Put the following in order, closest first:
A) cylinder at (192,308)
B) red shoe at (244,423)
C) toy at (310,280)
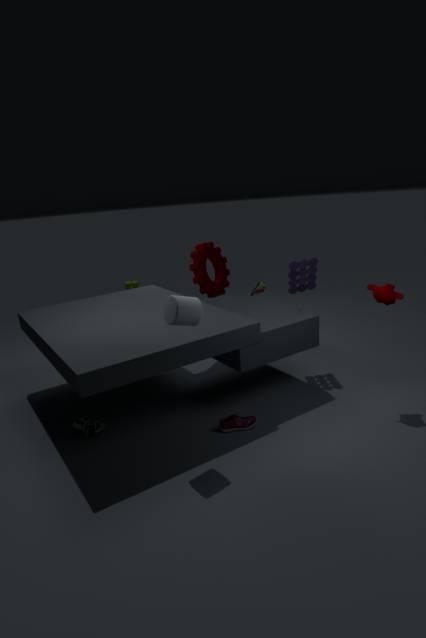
1. cylinder at (192,308)
2. red shoe at (244,423)
3. toy at (310,280)
